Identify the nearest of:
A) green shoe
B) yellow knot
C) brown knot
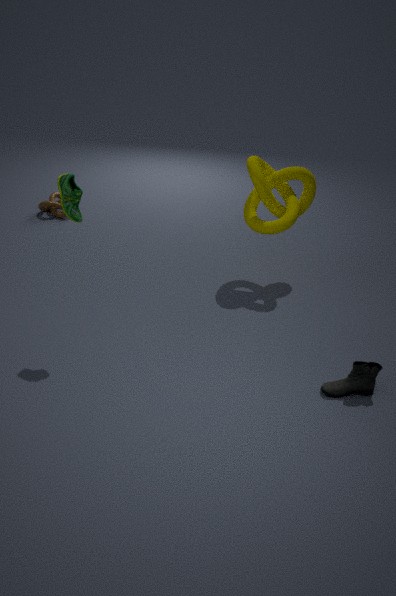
green shoe
